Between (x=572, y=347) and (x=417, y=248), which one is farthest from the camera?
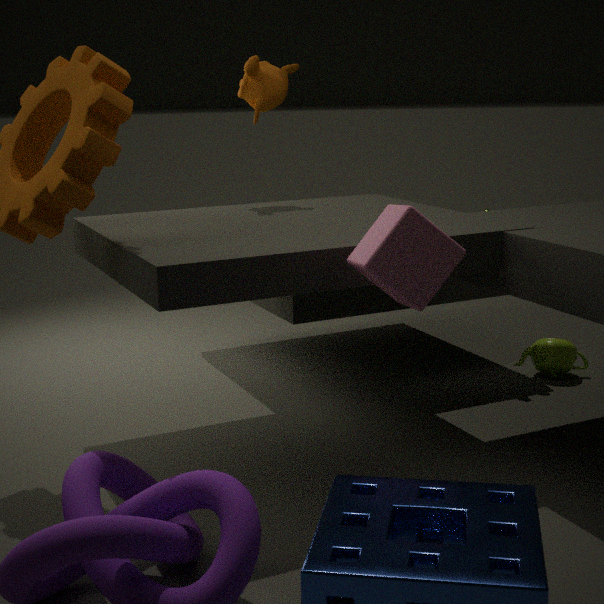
(x=572, y=347)
